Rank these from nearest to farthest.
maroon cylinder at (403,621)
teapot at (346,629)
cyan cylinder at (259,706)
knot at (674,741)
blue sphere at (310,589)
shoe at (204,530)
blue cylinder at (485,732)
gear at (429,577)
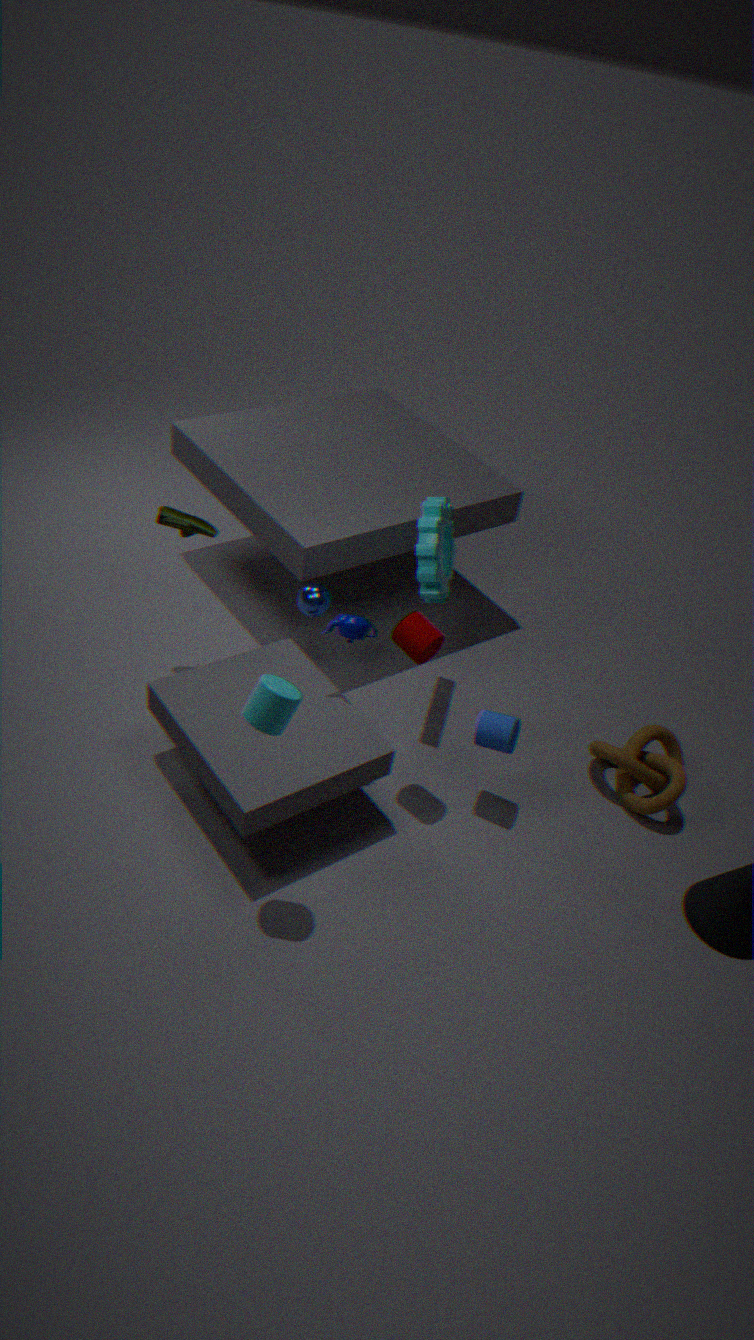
cyan cylinder at (259,706) < maroon cylinder at (403,621) < teapot at (346,629) < blue cylinder at (485,732) < gear at (429,577) < knot at (674,741) < blue sphere at (310,589) < shoe at (204,530)
